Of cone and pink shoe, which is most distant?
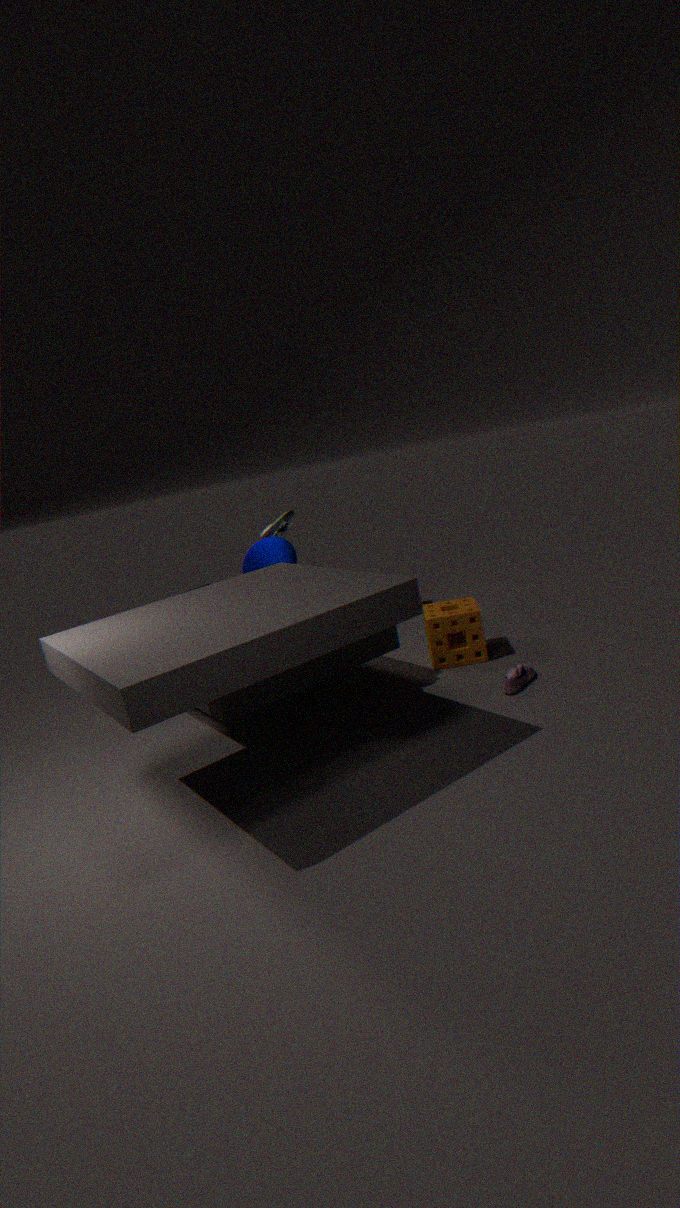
cone
